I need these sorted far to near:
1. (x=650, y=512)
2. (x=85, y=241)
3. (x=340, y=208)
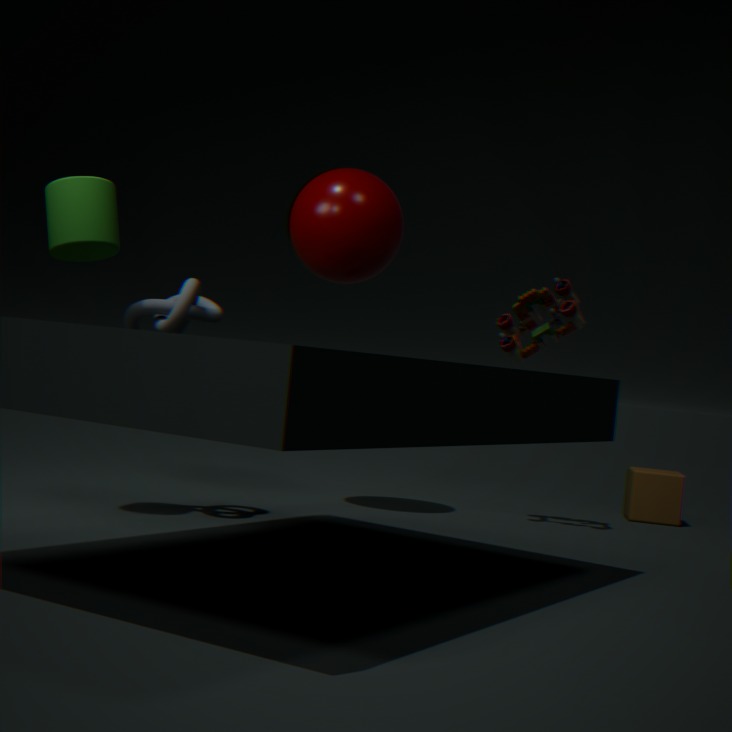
(x=650, y=512)
(x=340, y=208)
(x=85, y=241)
